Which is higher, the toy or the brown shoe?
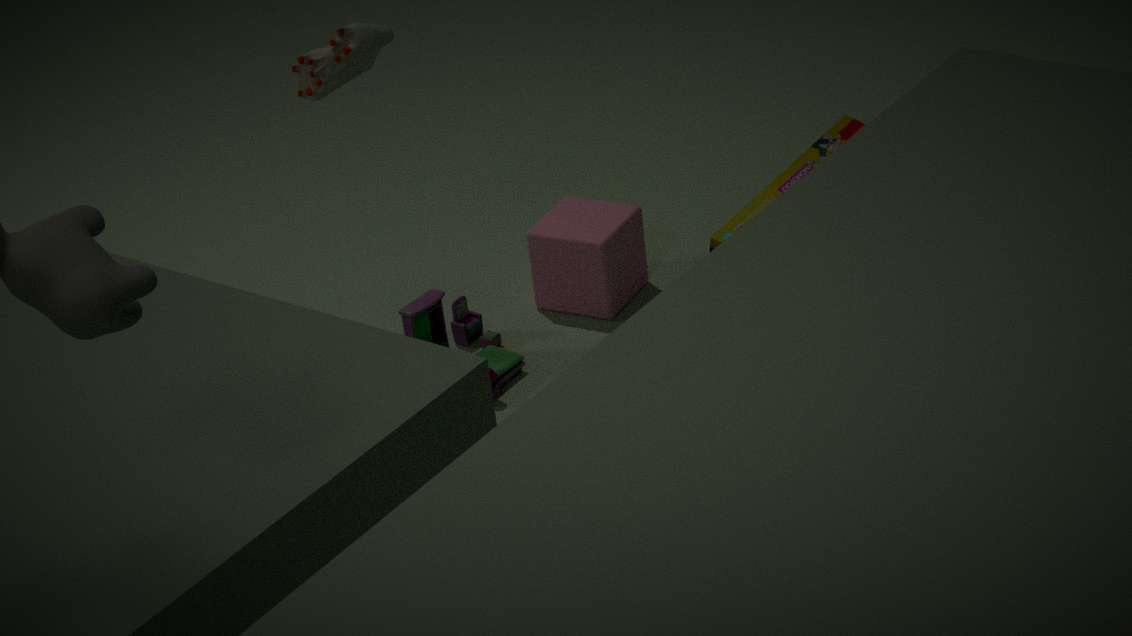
the brown shoe
